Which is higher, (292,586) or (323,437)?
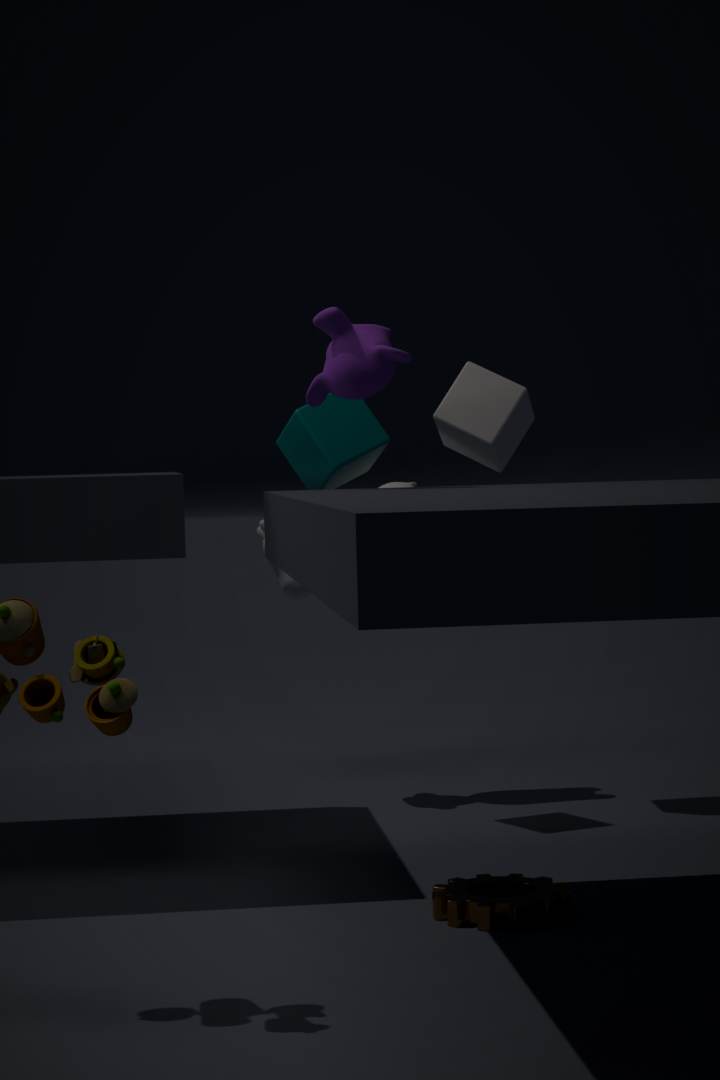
(323,437)
